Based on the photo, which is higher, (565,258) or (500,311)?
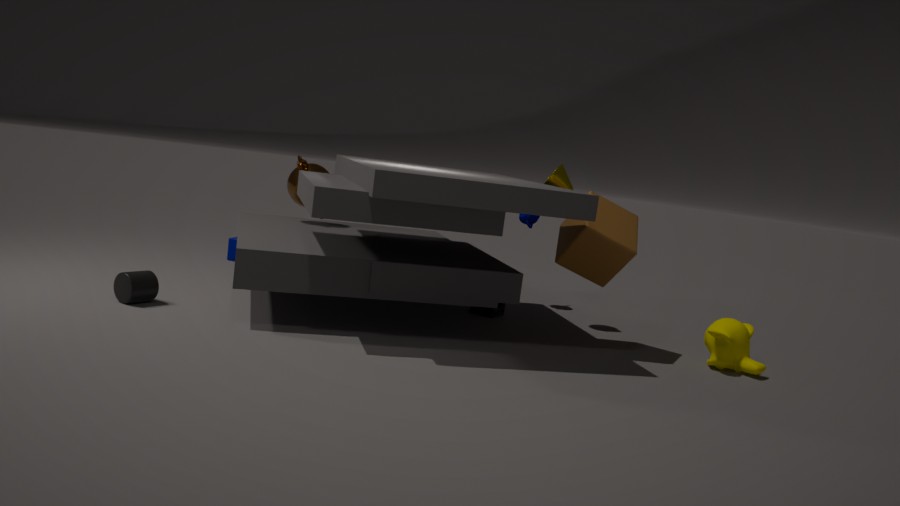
(565,258)
